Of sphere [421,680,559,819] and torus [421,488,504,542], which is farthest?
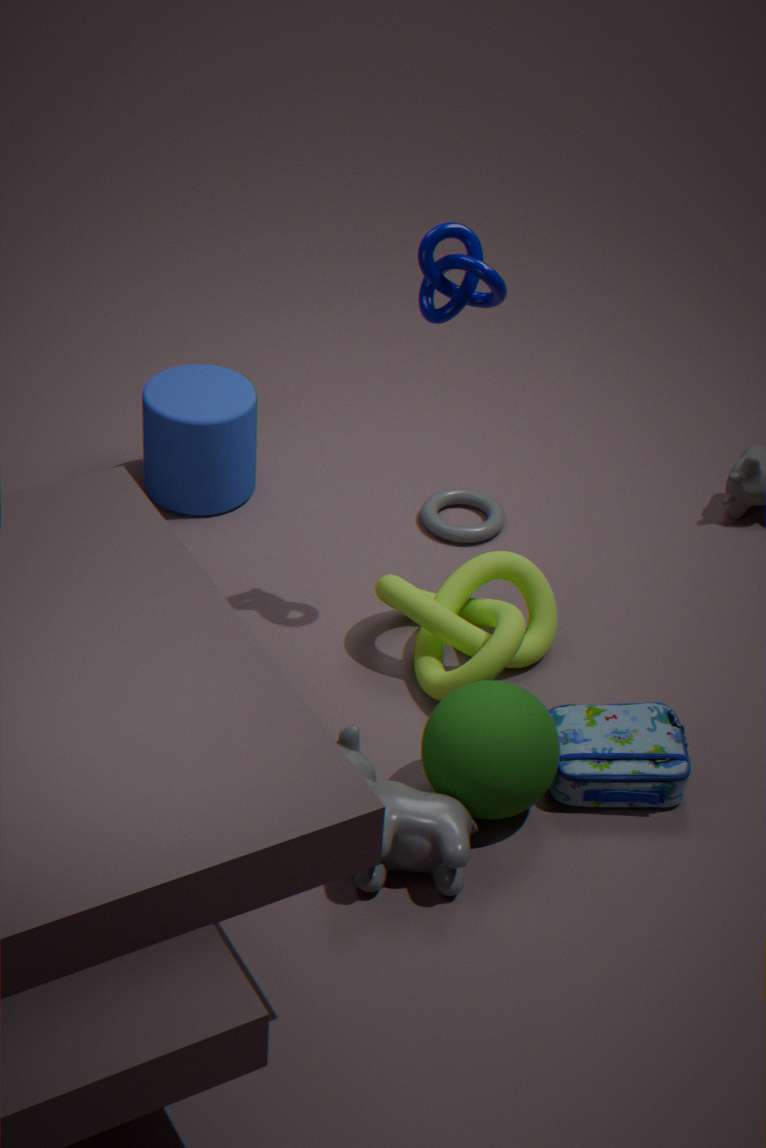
torus [421,488,504,542]
